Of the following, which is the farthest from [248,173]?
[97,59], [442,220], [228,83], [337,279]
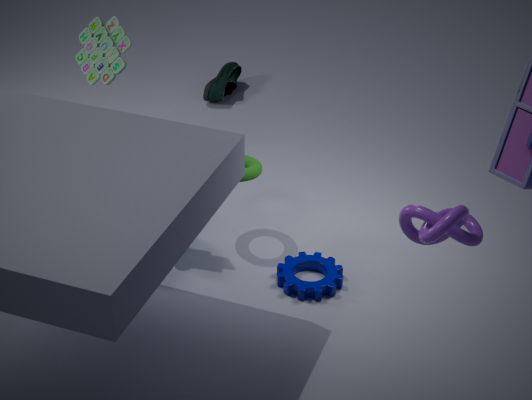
[228,83]
